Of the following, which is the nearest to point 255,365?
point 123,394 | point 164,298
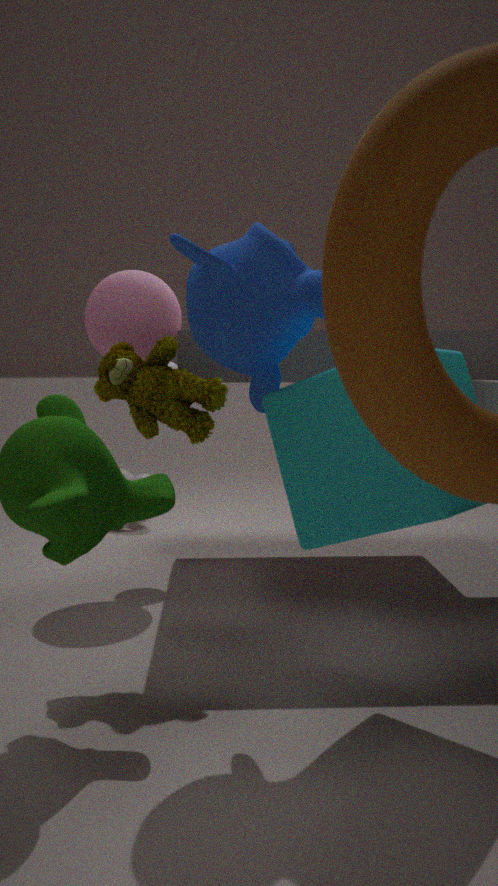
point 123,394
